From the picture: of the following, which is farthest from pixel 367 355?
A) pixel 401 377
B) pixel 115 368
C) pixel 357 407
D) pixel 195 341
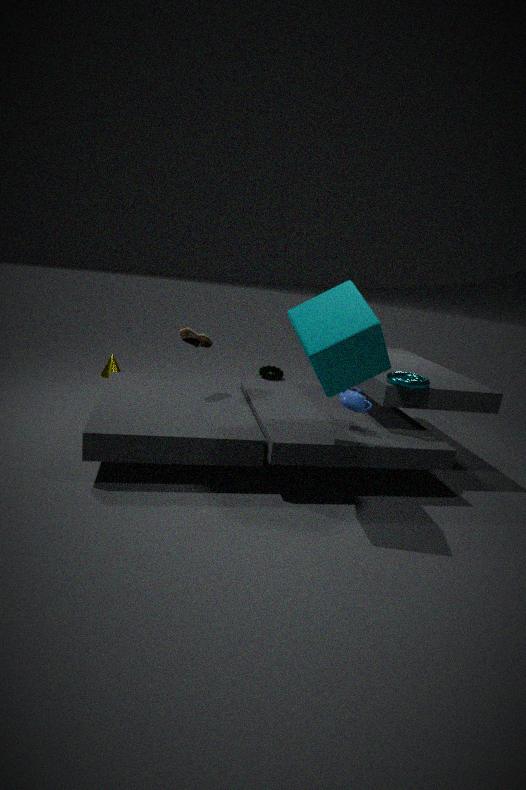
pixel 115 368
